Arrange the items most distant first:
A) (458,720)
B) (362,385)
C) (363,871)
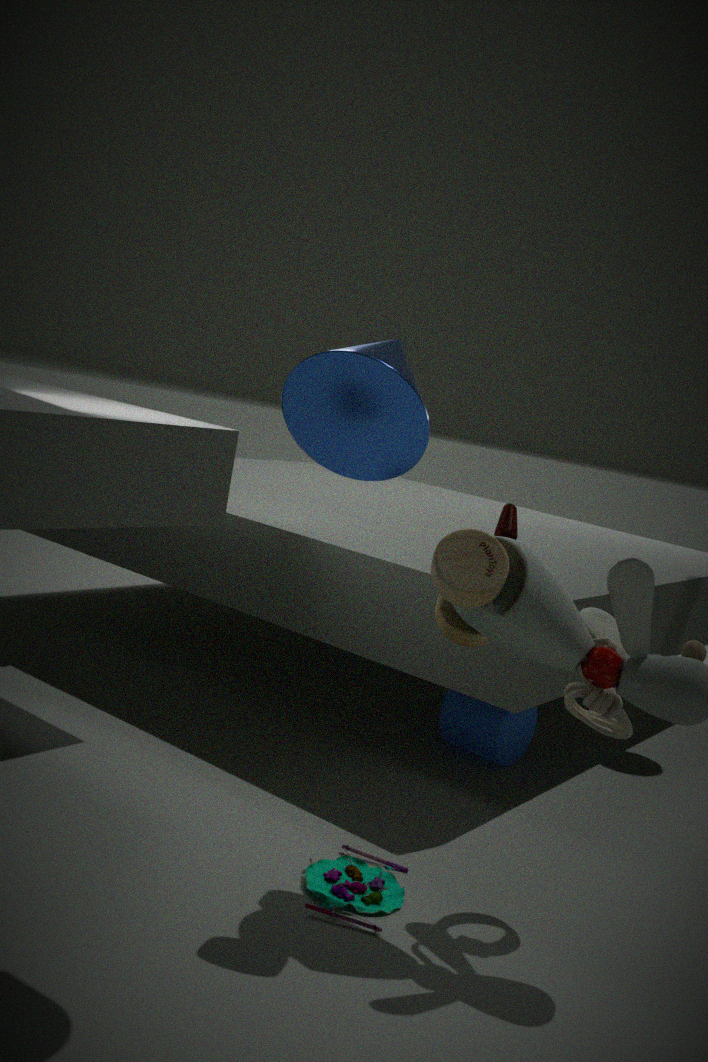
(458,720)
(363,871)
(362,385)
